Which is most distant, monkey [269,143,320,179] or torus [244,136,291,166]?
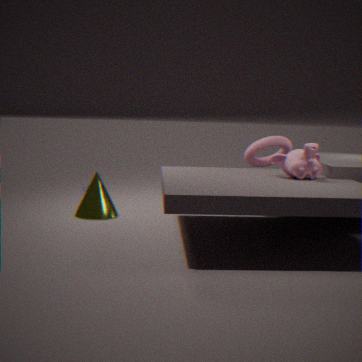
torus [244,136,291,166]
